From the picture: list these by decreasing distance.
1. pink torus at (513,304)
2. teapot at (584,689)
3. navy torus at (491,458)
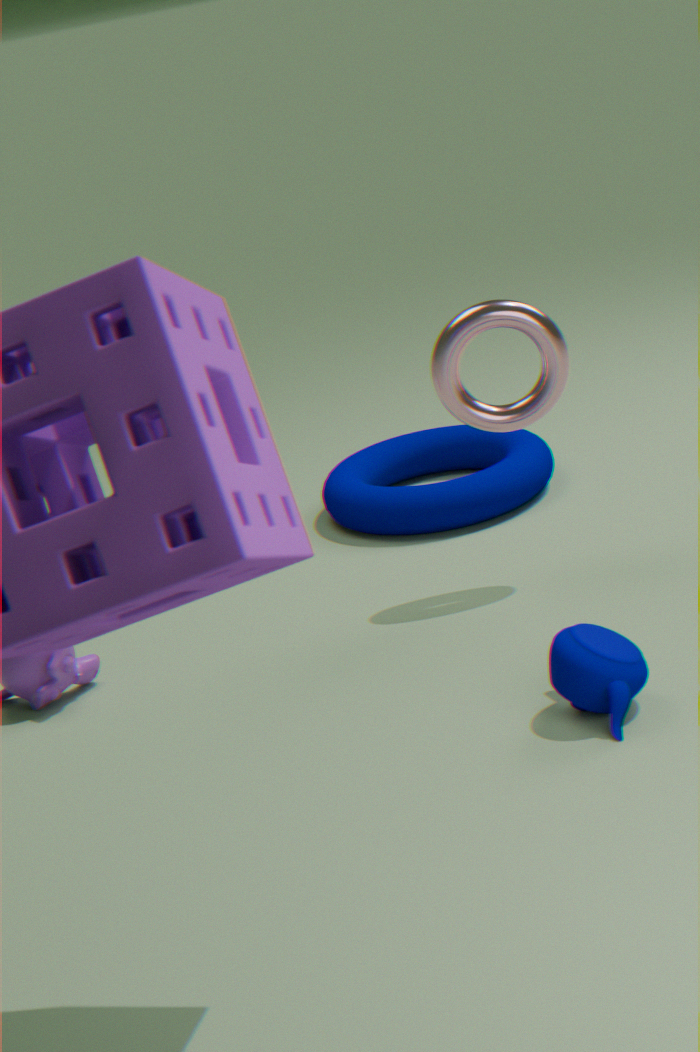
navy torus at (491,458) < pink torus at (513,304) < teapot at (584,689)
